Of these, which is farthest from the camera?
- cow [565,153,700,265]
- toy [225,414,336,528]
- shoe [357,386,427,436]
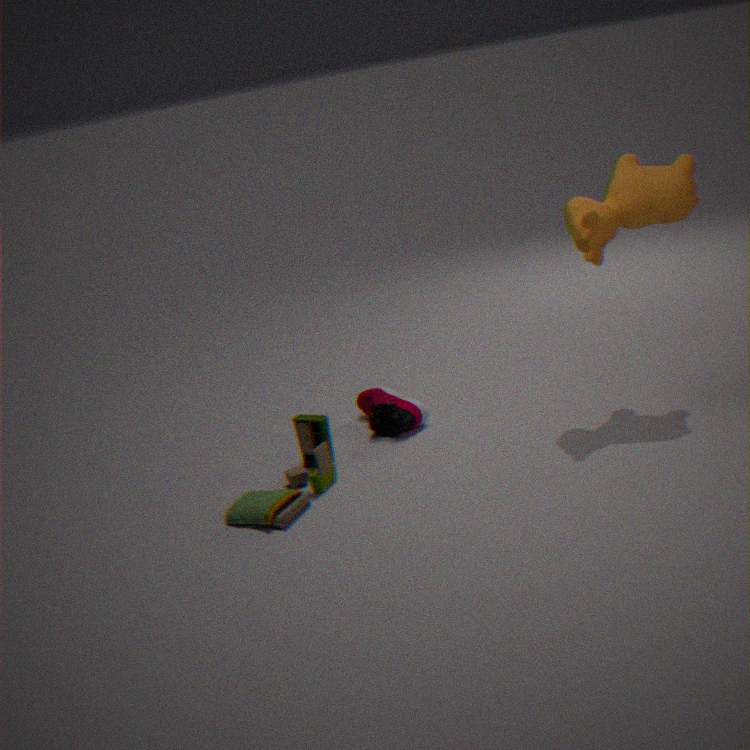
shoe [357,386,427,436]
